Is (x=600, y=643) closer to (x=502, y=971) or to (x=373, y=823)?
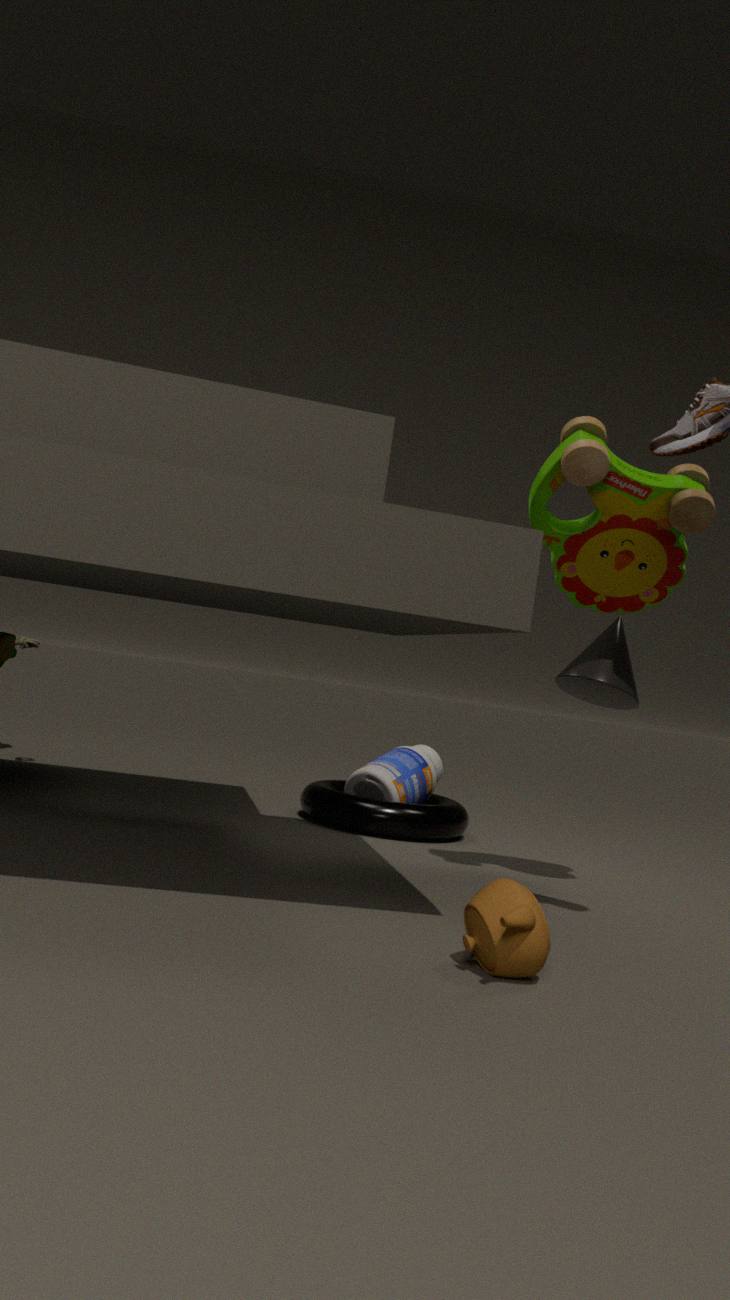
(x=373, y=823)
